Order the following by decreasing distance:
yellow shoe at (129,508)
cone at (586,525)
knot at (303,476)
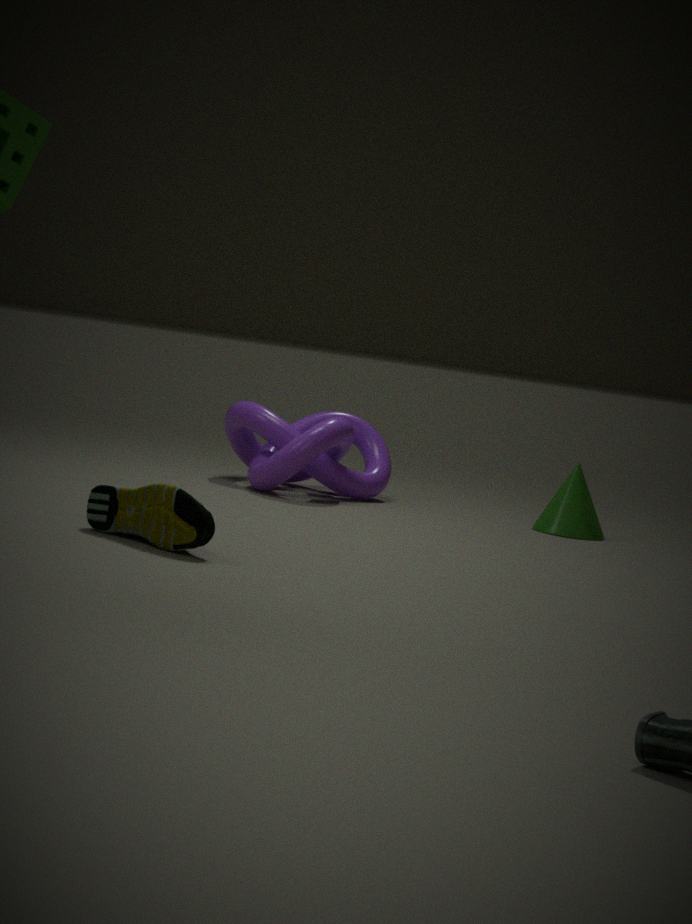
cone at (586,525) → knot at (303,476) → yellow shoe at (129,508)
